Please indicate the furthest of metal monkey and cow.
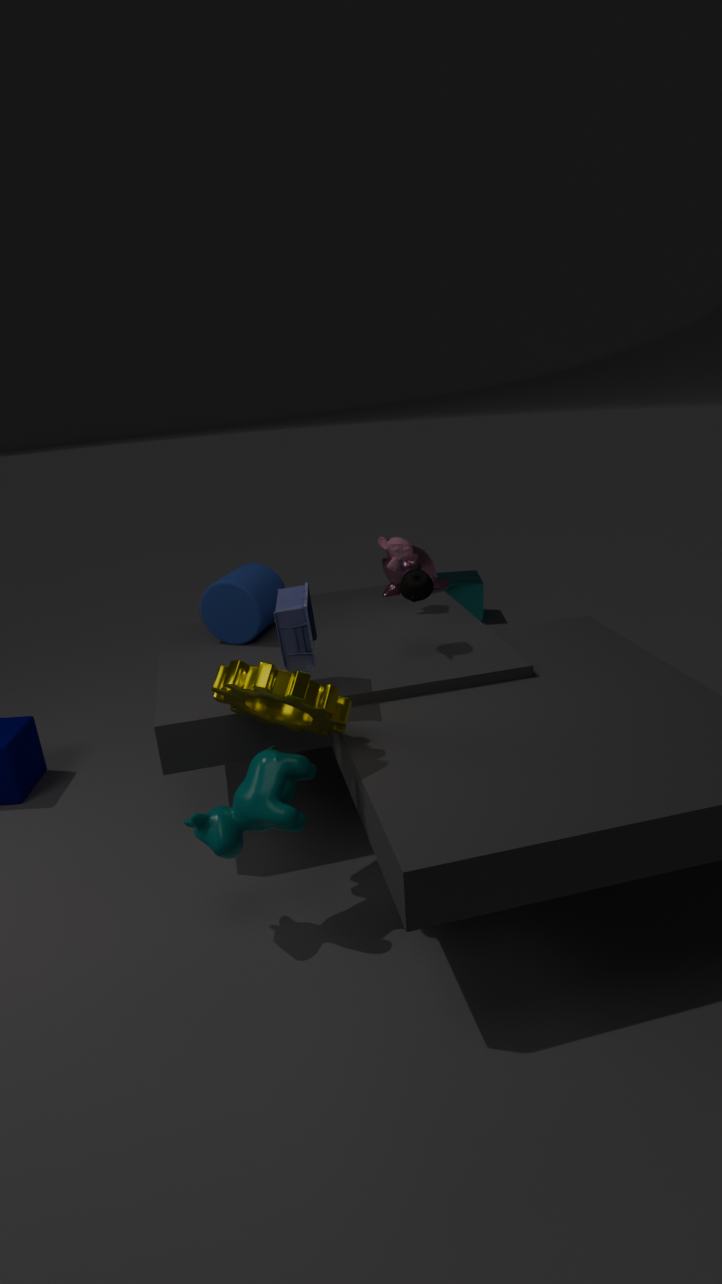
metal monkey
